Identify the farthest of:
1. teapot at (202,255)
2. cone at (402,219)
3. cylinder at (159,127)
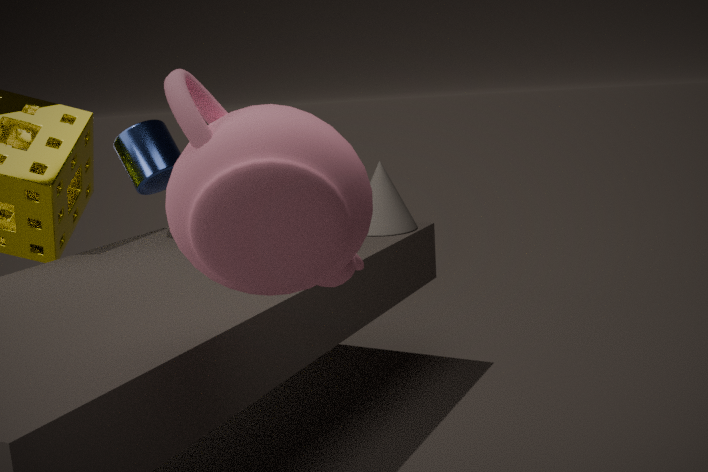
cylinder at (159,127)
